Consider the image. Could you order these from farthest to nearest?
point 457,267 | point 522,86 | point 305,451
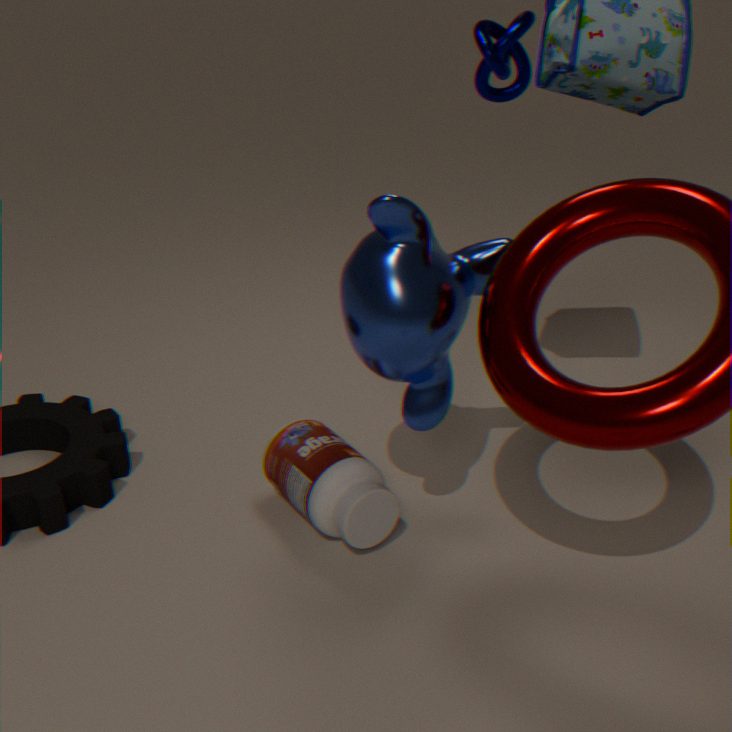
1. point 522,86
2. point 305,451
3. point 457,267
